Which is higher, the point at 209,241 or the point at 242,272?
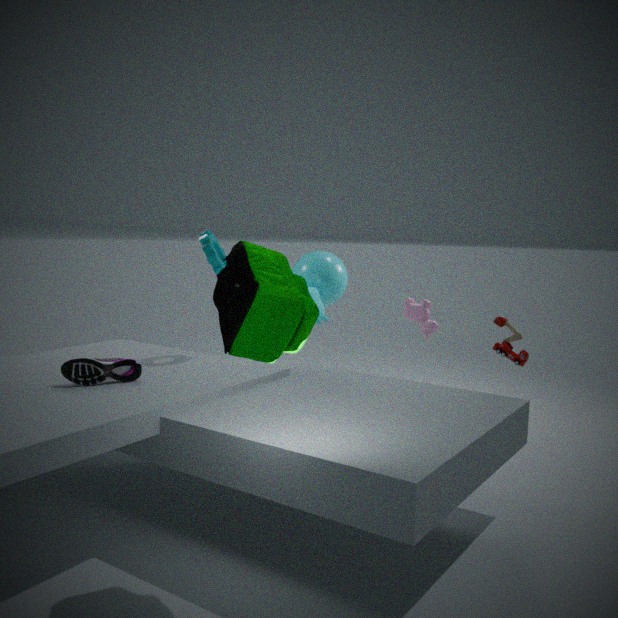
the point at 209,241
